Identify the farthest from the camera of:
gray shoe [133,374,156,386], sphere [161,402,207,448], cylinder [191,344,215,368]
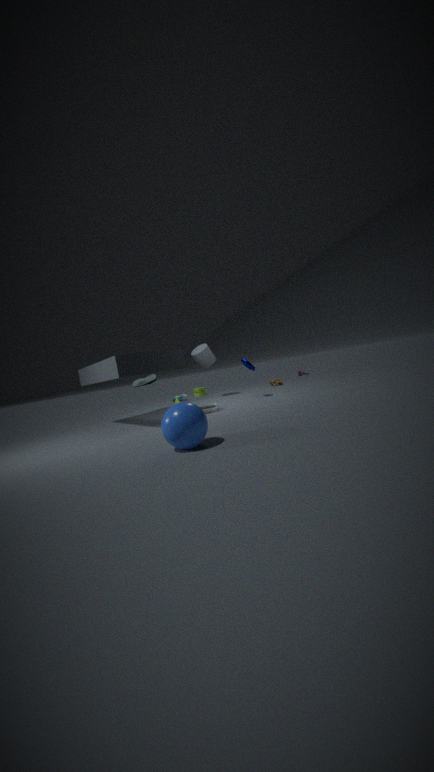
A: cylinder [191,344,215,368]
